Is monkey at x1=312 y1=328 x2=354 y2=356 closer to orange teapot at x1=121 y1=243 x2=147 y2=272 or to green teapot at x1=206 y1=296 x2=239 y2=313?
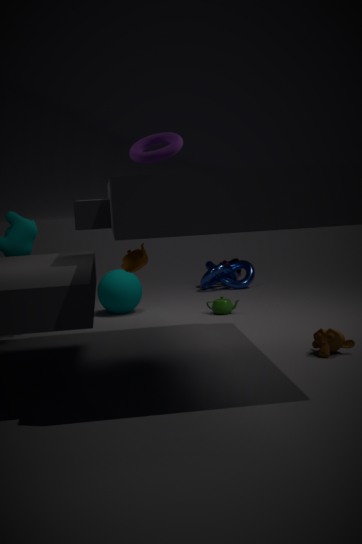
orange teapot at x1=121 y1=243 x2=147 y2=272
